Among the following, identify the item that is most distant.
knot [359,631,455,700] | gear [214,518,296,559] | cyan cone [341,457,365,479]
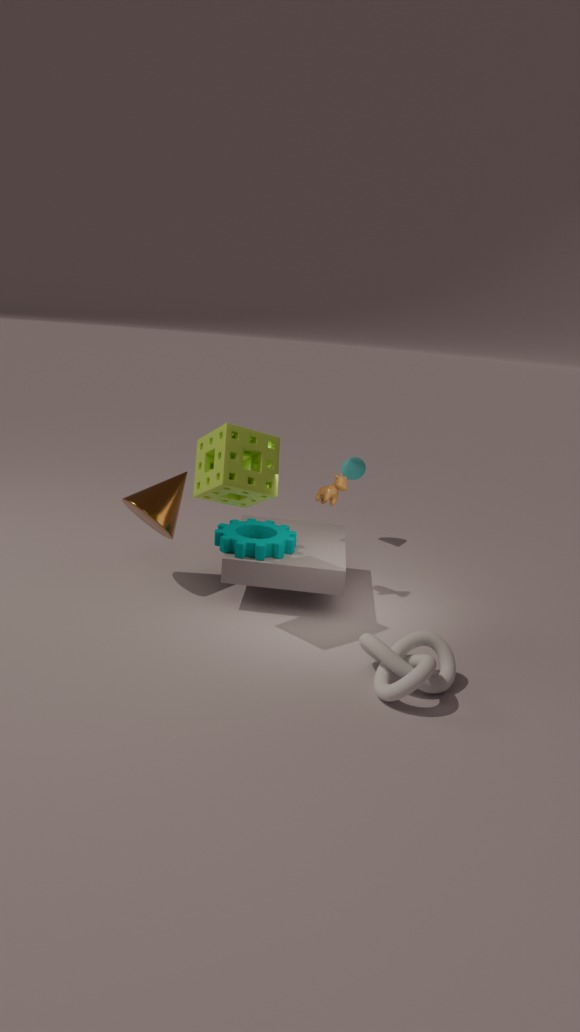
cyan cone [341,457,365,479]
